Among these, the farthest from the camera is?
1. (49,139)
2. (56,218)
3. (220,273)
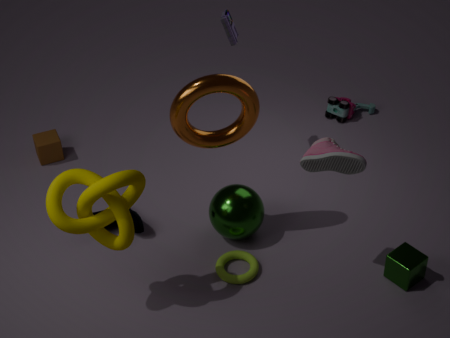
(49,139)
